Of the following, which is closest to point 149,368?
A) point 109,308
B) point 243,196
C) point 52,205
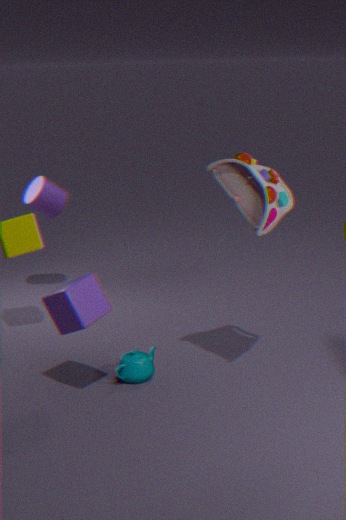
point 109,308
